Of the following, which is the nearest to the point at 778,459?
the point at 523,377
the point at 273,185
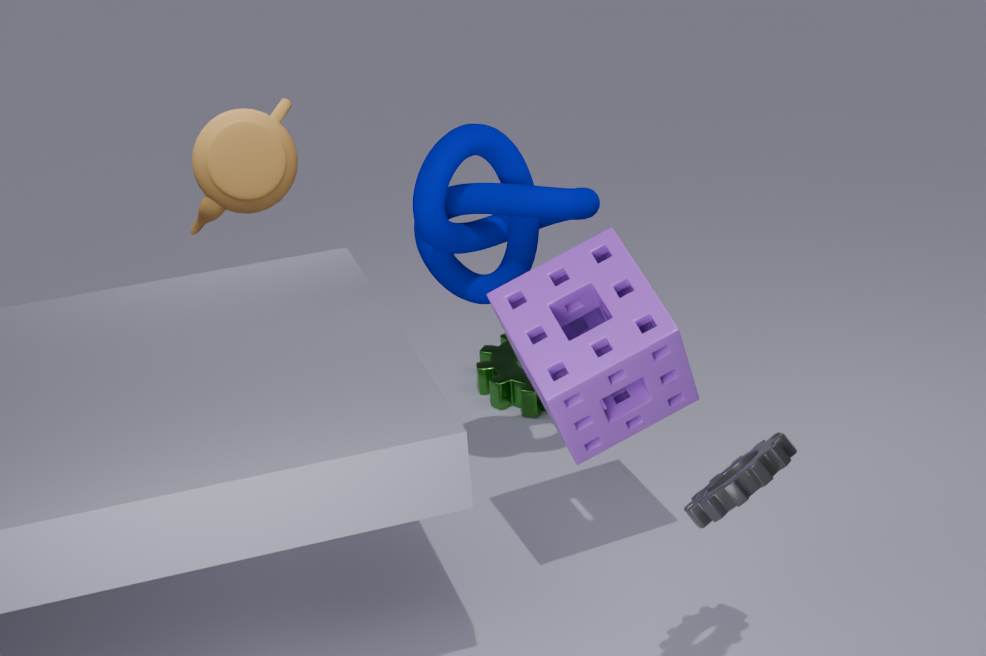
the point at 523,377
